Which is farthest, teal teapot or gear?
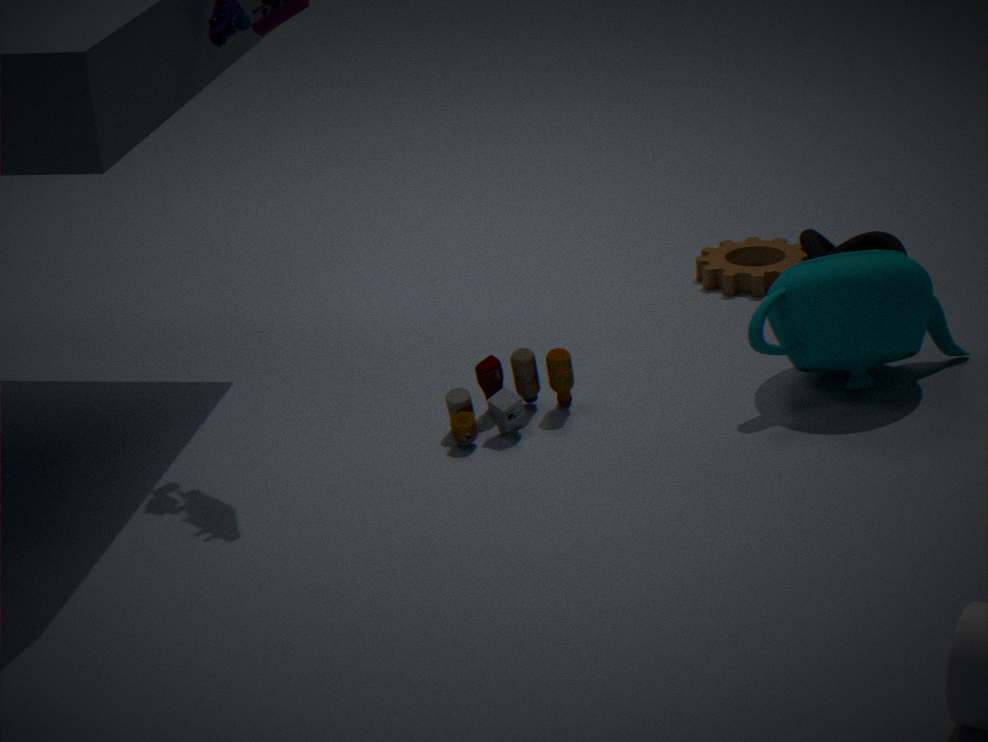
gear
